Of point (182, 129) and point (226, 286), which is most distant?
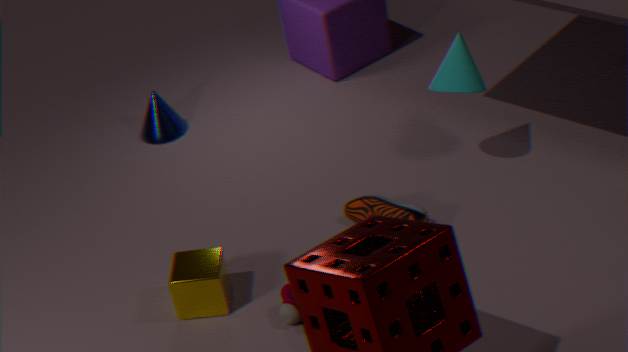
point (182, 129)
